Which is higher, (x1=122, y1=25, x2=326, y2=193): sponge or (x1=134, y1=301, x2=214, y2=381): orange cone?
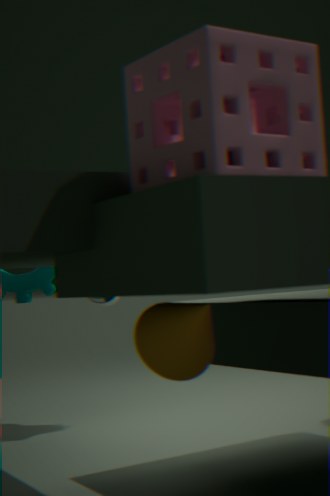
(x1=122, y1=25, x2=326, y2=193): sponge
